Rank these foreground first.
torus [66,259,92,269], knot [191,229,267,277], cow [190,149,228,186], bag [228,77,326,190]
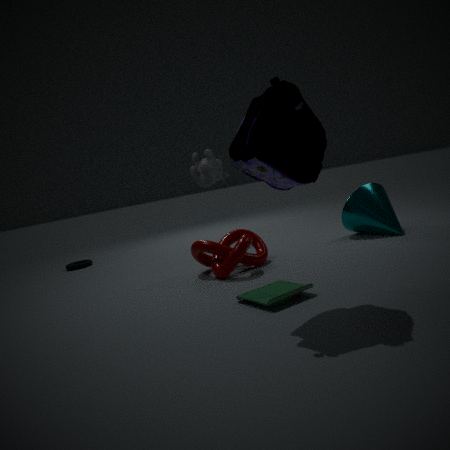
1. bag [228,77,326,190]
2. knot [191,229,267,277]
3. cow [190,149,228,186]
4. torus [66,259,92,269]
